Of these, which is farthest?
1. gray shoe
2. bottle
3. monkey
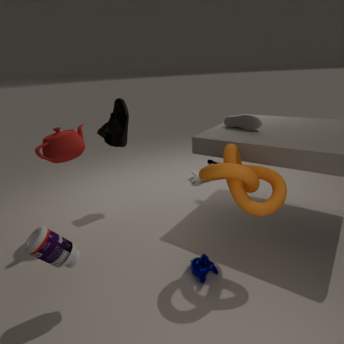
gray shoe
